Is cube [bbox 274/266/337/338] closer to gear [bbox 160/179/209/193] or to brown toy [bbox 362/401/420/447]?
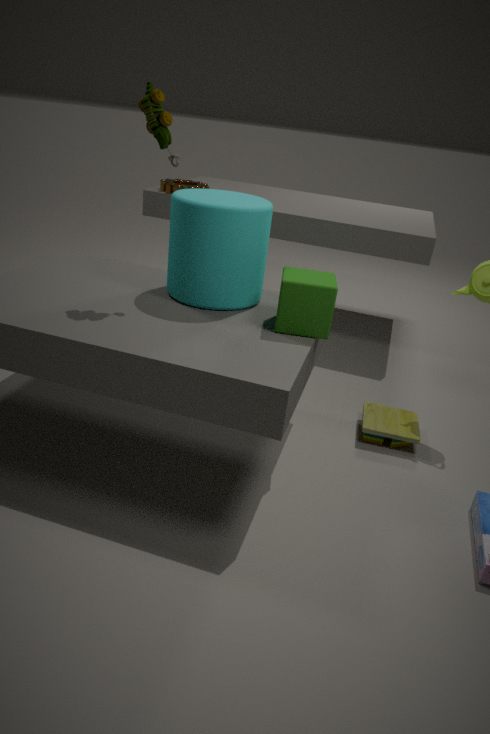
brown toy [bbox 362/401/420/447]
